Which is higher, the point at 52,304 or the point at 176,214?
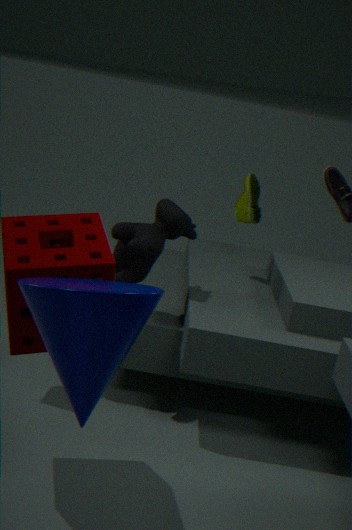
the point at 52,304
